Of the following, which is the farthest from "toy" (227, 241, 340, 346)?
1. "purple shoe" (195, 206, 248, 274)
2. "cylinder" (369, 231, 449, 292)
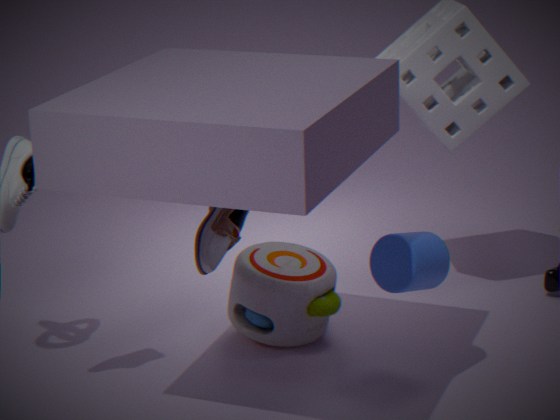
"cylinder" (369, 231, 449, 292)
